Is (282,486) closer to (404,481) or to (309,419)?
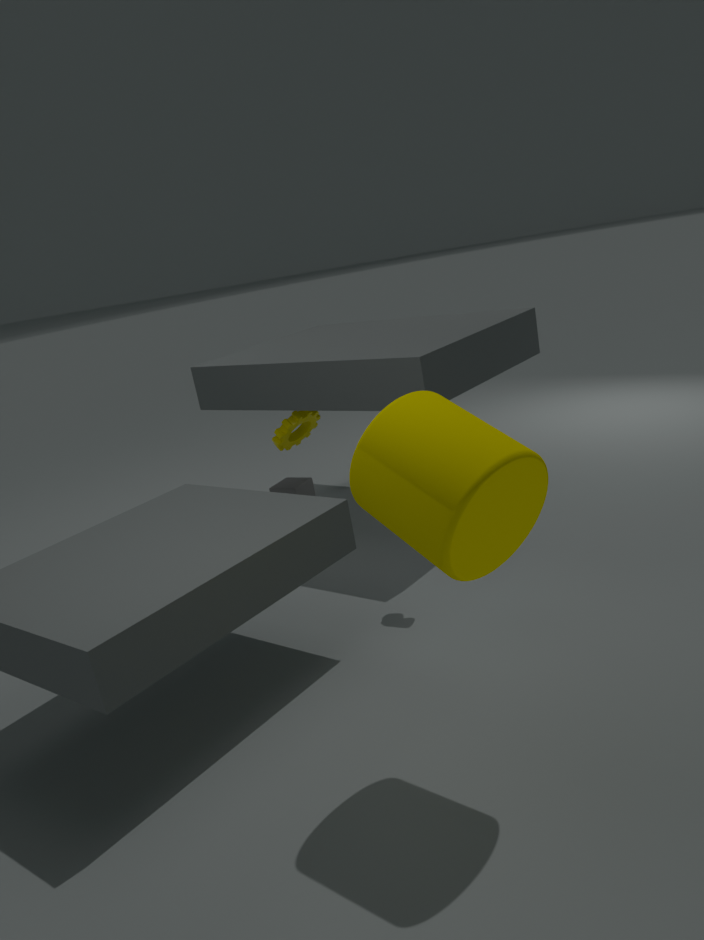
(309,419)
